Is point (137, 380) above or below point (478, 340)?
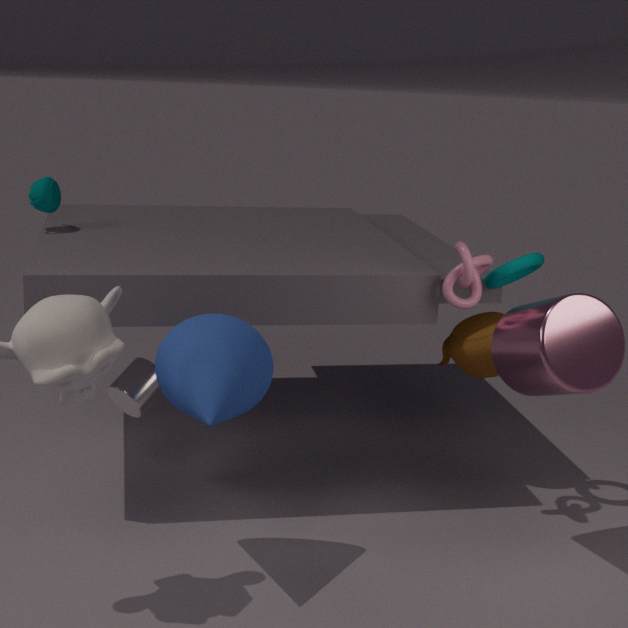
below
